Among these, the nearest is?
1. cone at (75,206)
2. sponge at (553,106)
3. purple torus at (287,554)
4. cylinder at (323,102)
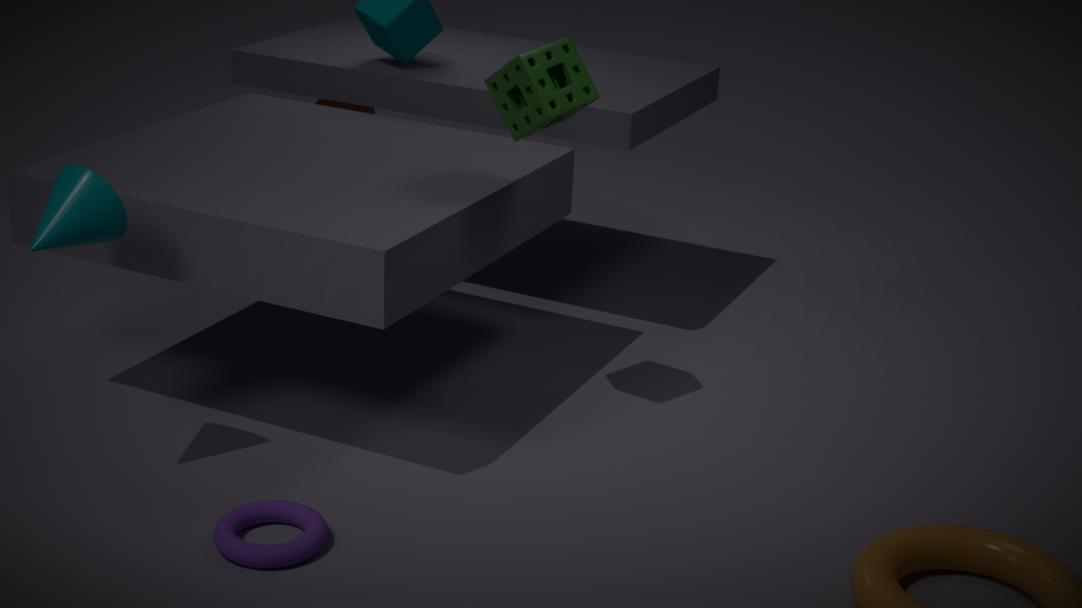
purple torus at (287,554)
